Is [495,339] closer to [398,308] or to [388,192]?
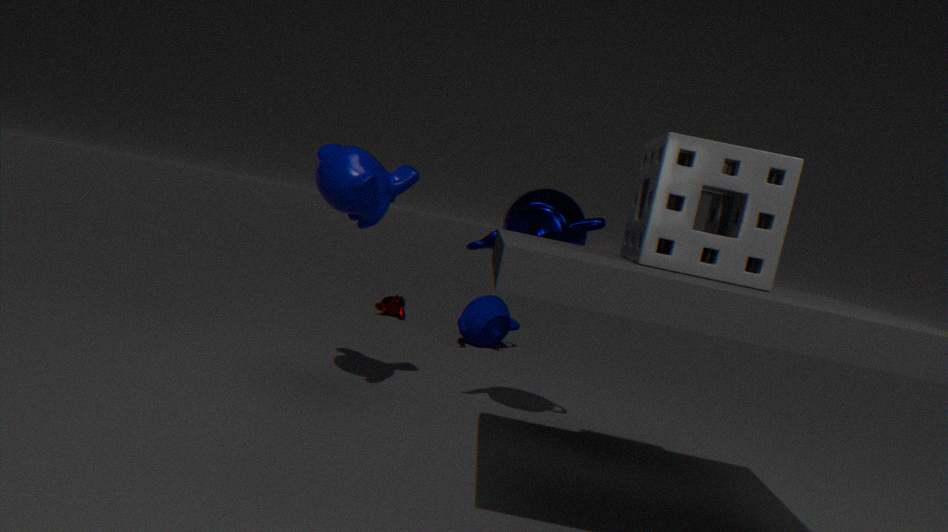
[398,308]
